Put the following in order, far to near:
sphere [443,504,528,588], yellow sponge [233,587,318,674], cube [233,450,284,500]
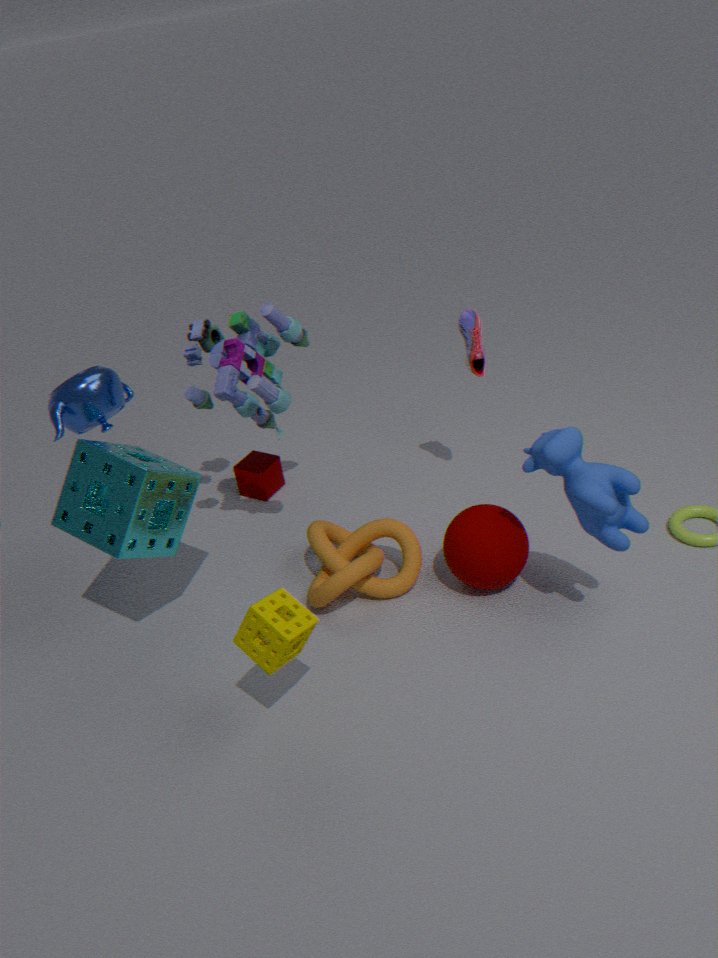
cube [233,450,284,500]
sphere [443,504,528,588]
yellow sponge [233,587,318,674]
